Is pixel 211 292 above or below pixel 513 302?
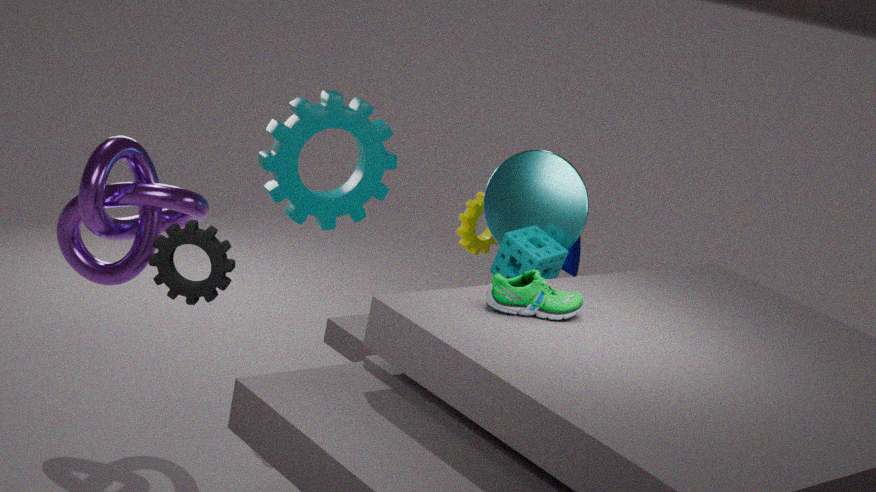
below
